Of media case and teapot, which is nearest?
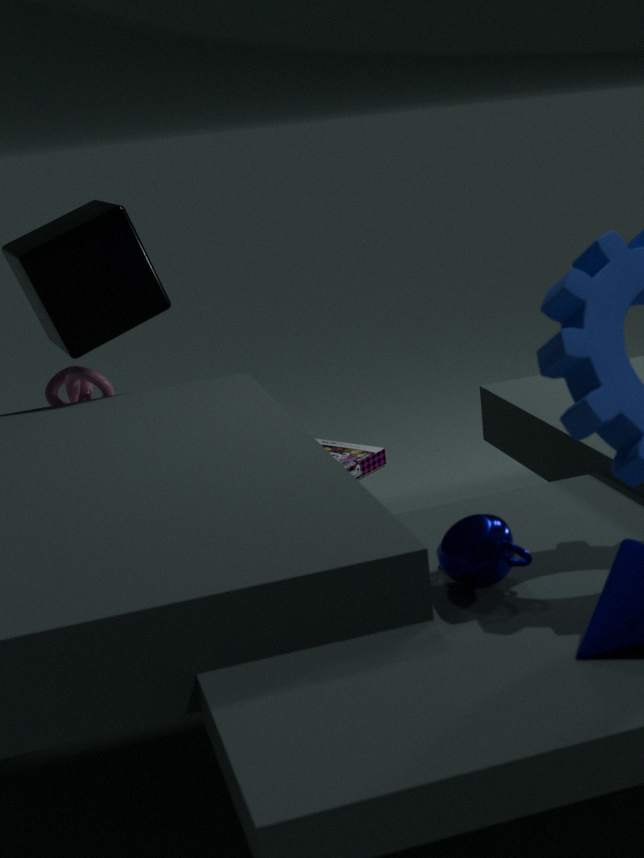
teapot
